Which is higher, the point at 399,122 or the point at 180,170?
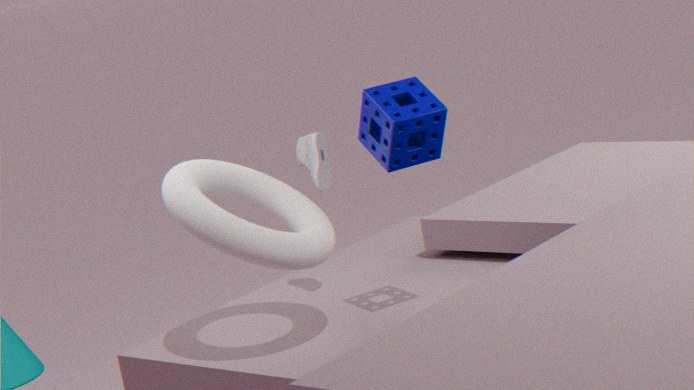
the point at 399,122
